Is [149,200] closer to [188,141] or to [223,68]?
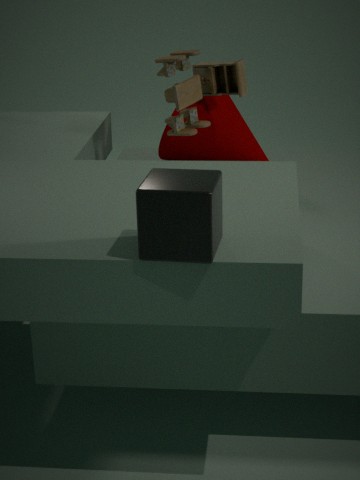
[223,68]
